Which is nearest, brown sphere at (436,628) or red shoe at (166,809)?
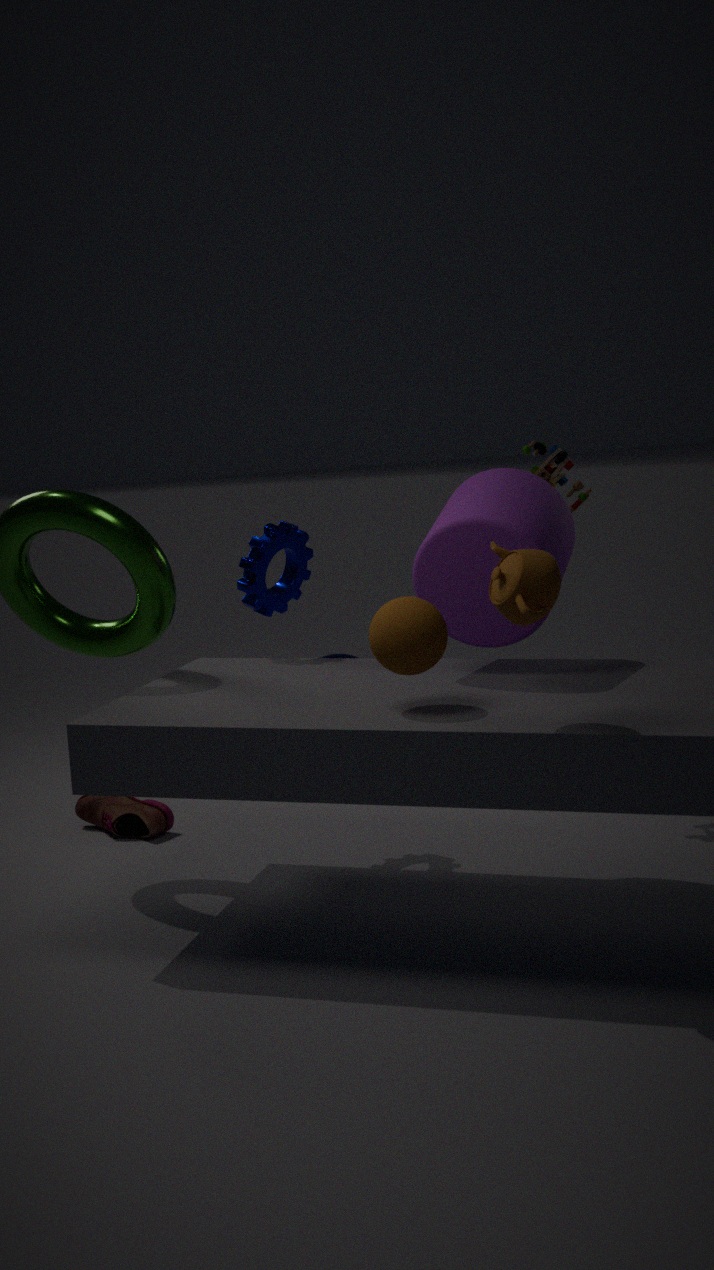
brown sphere at (436,628)
